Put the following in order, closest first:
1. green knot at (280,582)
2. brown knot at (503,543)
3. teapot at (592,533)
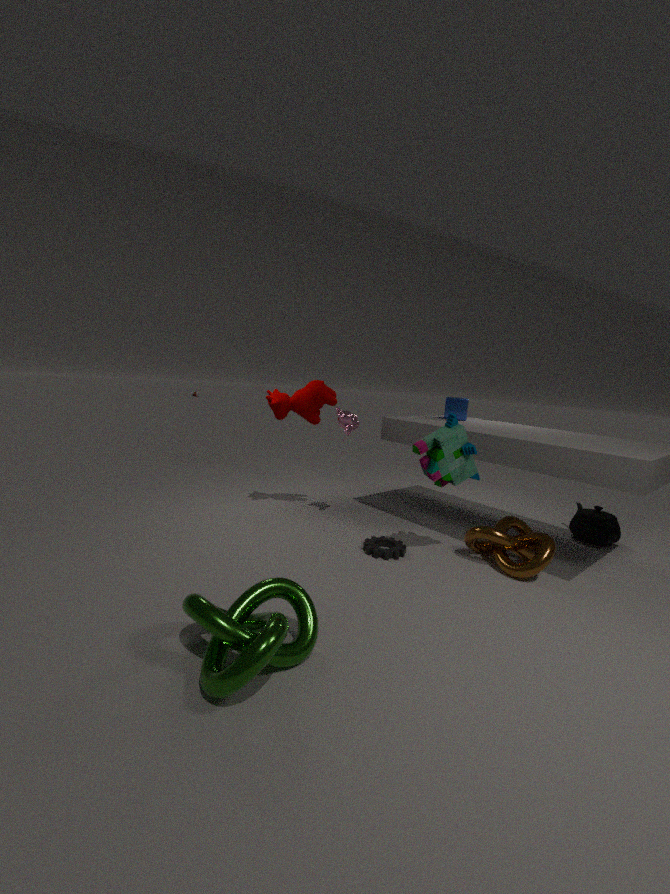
green knot at (280,582) → brown knot at (503,543) → teapot at (592,533)
